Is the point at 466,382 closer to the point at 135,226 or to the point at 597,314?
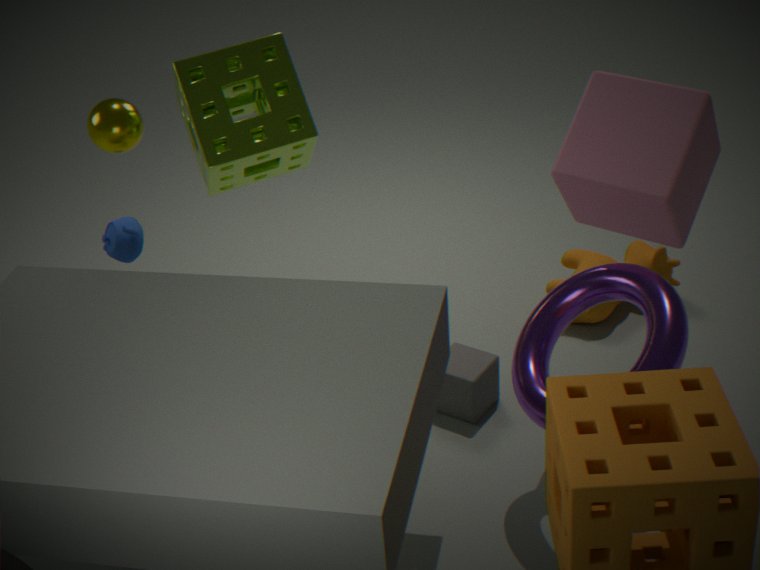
the point at 597,314
